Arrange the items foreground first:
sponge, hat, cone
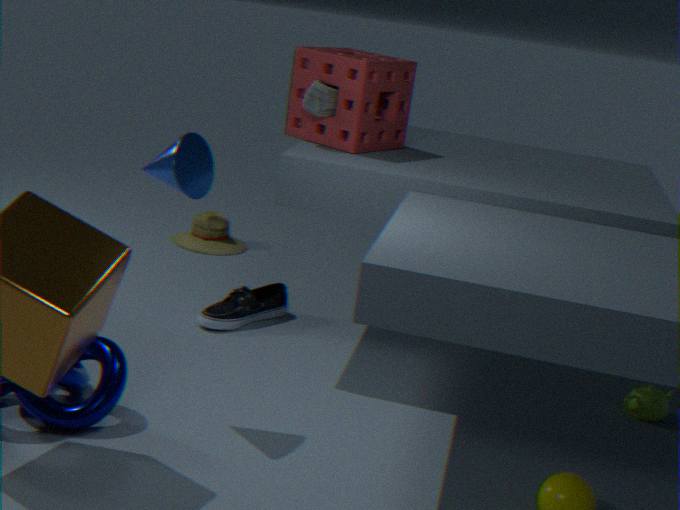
cone, sponge, hat
